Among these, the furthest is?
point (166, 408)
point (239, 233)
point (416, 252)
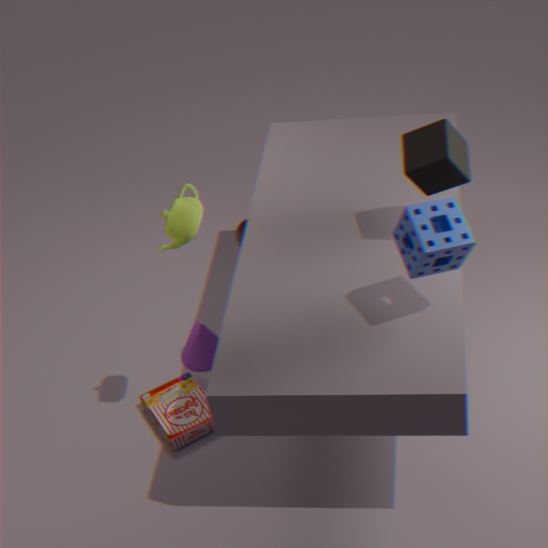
point (239, 233)
